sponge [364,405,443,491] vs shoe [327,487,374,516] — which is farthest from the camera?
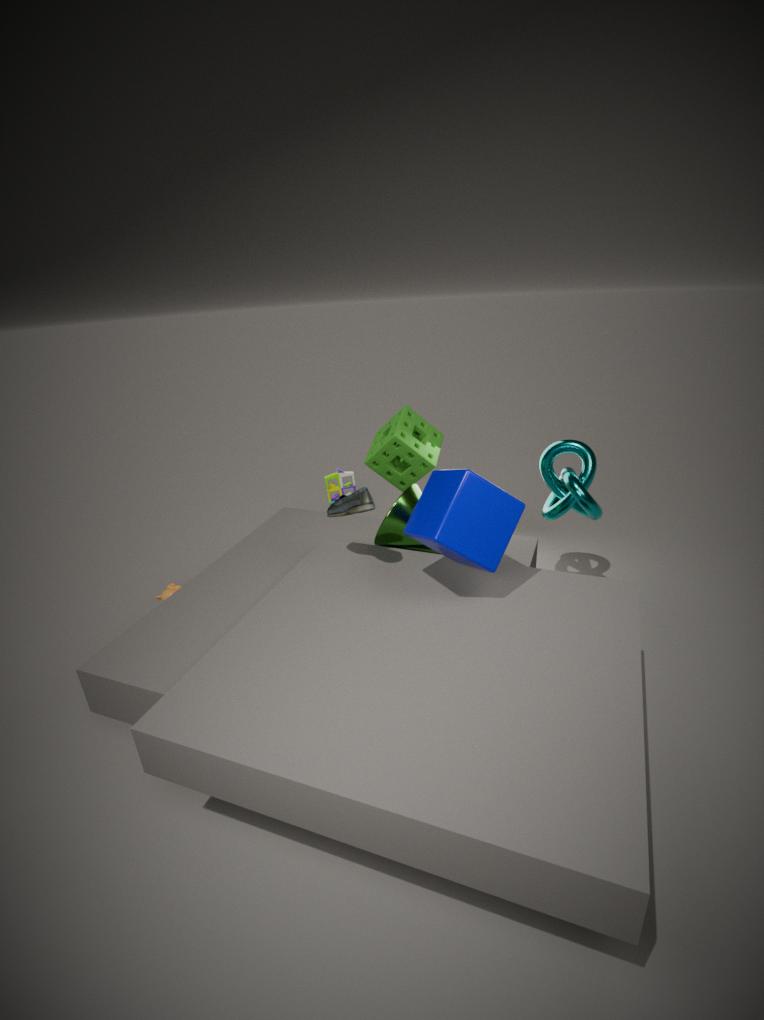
sponge [364,405,443,491]
